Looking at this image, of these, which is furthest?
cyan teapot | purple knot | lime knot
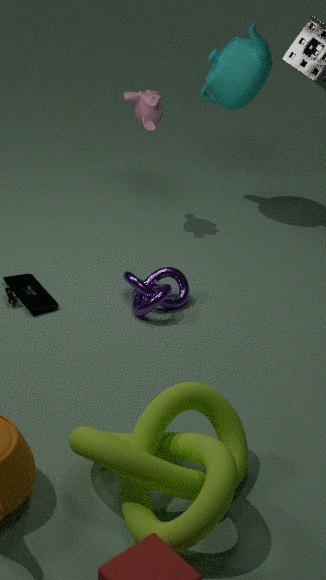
cyan teapot
